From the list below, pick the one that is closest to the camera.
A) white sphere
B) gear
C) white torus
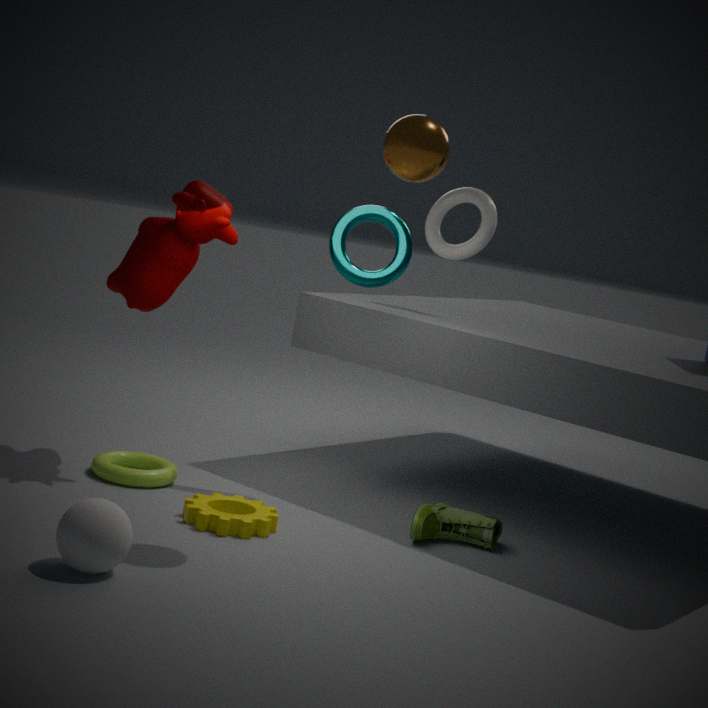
white sphere
